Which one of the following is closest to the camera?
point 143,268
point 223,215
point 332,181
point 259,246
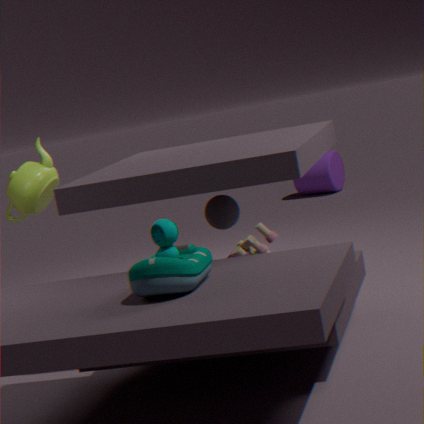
point 143,268
